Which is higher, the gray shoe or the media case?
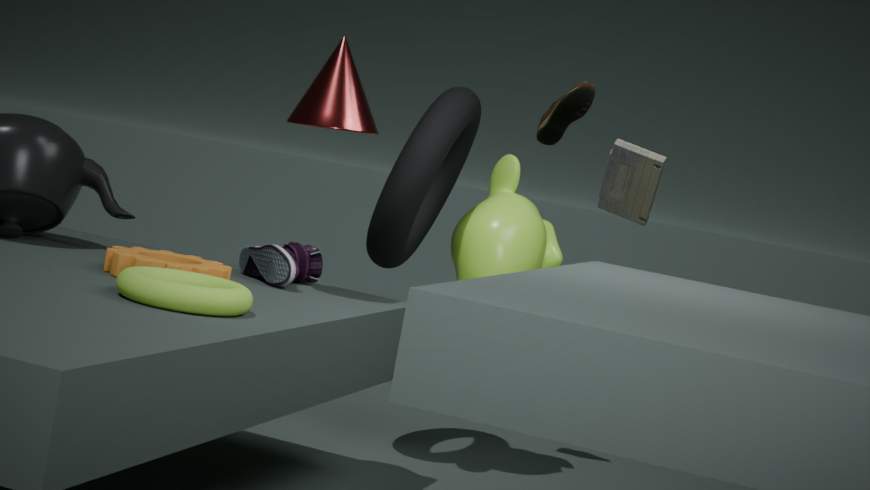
the media case
